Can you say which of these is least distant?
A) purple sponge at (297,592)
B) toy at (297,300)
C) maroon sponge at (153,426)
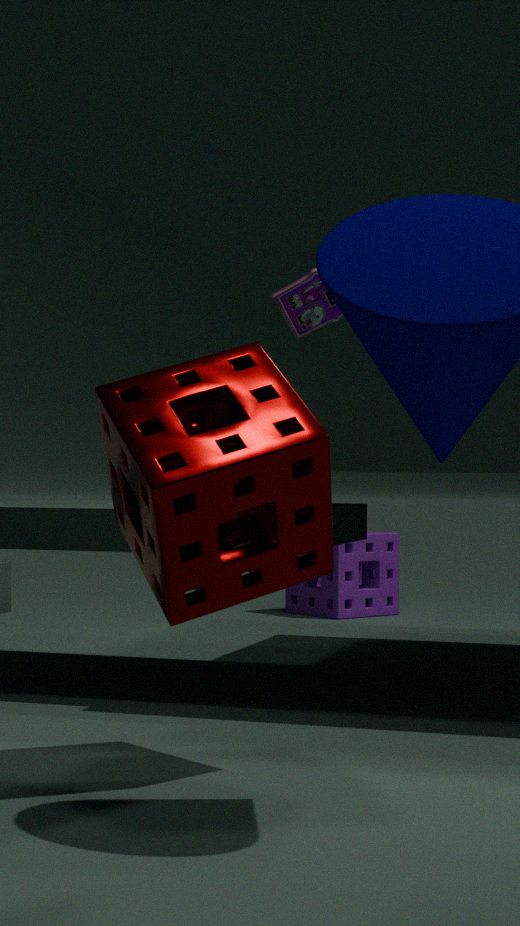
C. maroon sponge at (153,426)
